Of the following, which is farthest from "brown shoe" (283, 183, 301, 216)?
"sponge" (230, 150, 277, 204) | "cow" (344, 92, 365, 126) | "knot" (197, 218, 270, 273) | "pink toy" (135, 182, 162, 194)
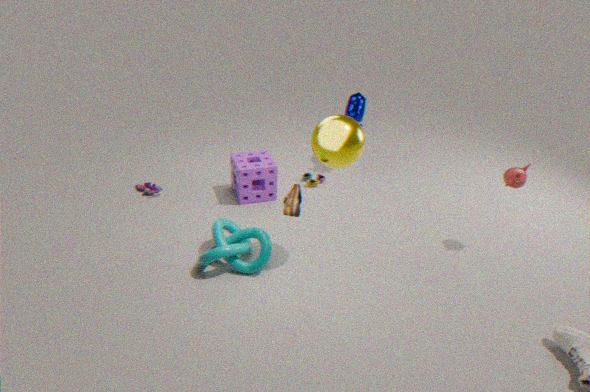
"pink toy" (135, 182, 162, 194)
